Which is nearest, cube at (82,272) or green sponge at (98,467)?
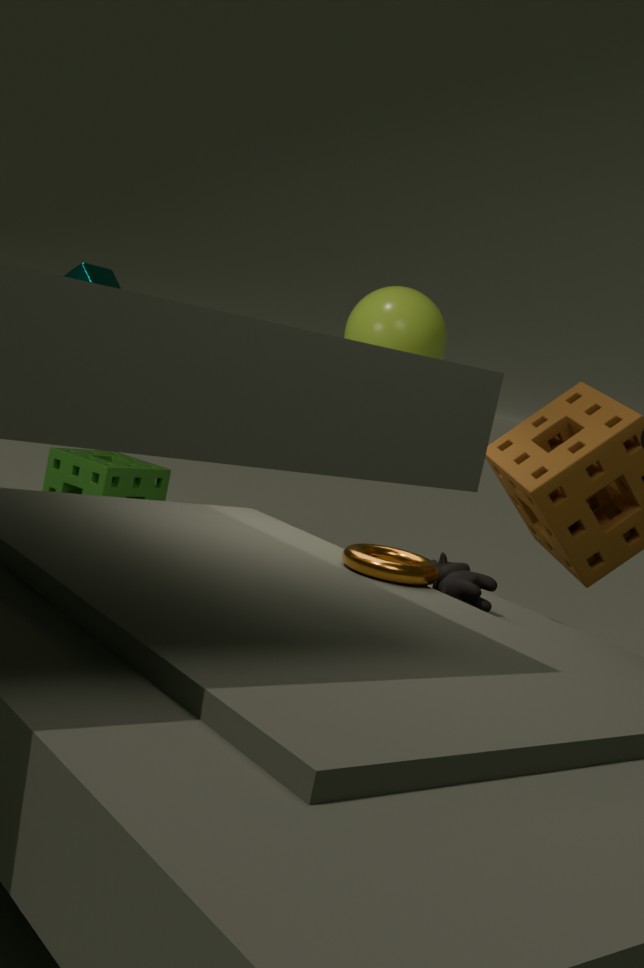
cube at (82,272)
